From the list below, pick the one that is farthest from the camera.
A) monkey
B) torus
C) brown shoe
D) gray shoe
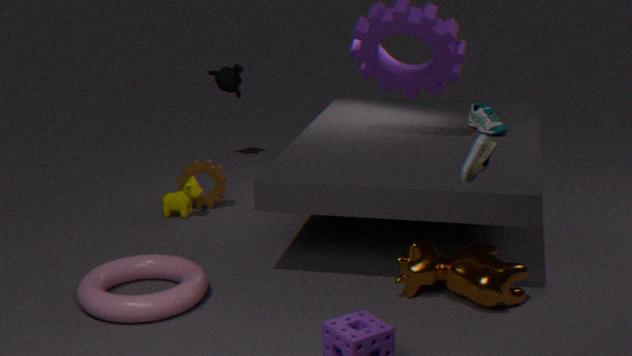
monkey
